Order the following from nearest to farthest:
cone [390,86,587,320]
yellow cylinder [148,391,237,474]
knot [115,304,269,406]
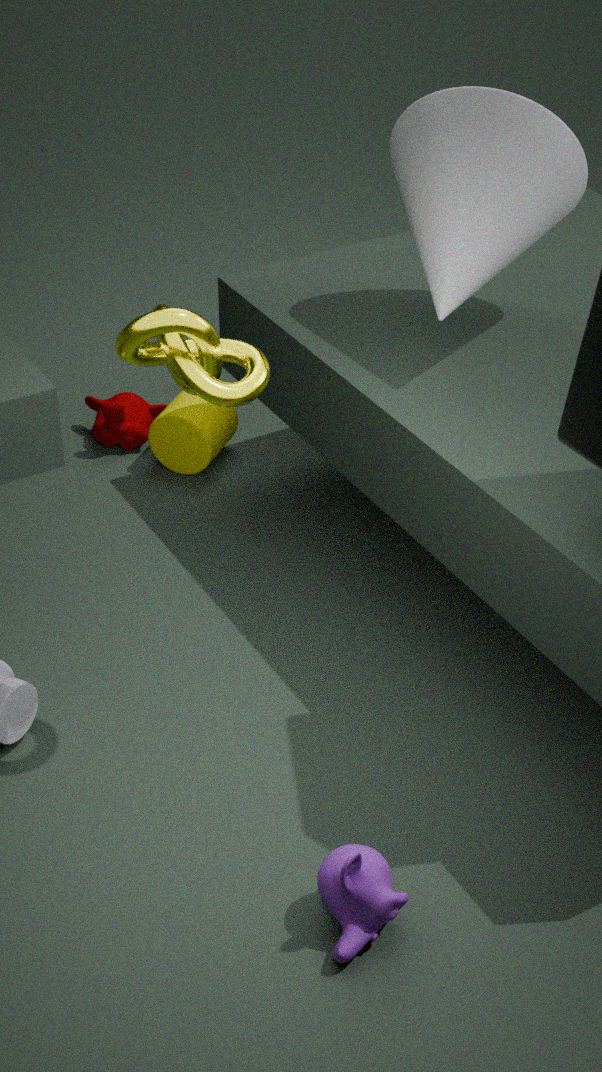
knot [115,304,269,406] → cone [390,86,587,320] → yellow cylinder [148,391,237,474]
